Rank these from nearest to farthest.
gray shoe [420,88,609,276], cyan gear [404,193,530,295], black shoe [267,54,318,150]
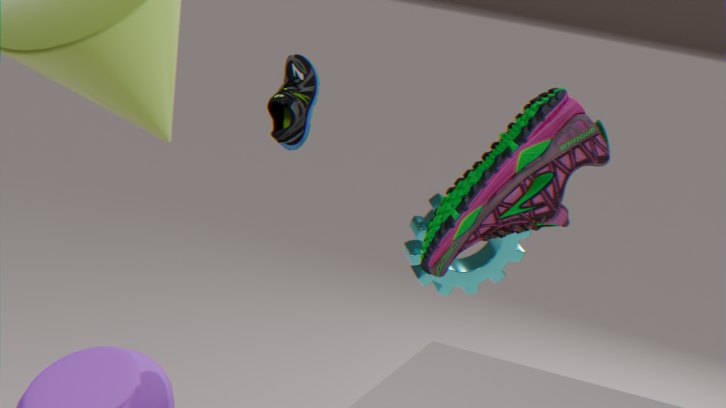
gray shoe [420,88,609,276], black shoe [267,54,318,150], cyan gear [404,193,530,295]
